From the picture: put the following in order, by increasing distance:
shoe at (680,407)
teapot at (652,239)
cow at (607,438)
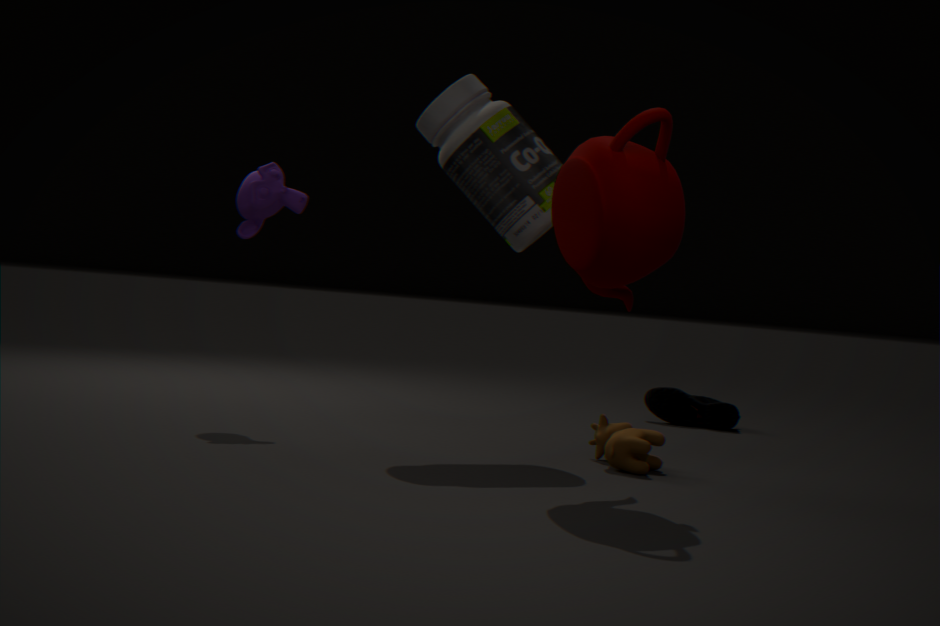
1. teapot at (652,239)
2. cow at (607,438)
3. shoe at (680,407)
